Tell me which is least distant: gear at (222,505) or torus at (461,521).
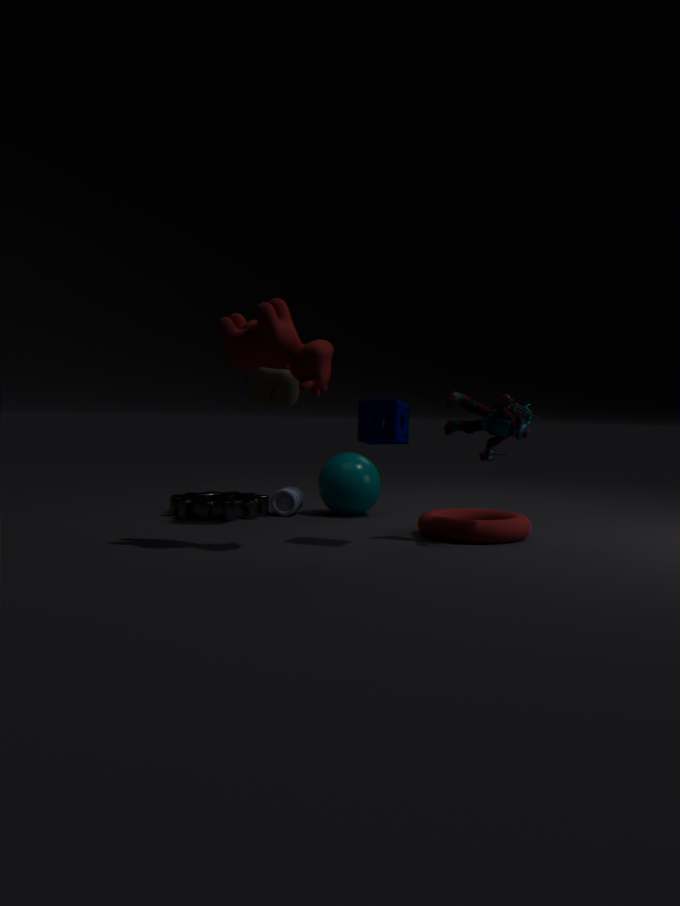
torus at (461,521)
